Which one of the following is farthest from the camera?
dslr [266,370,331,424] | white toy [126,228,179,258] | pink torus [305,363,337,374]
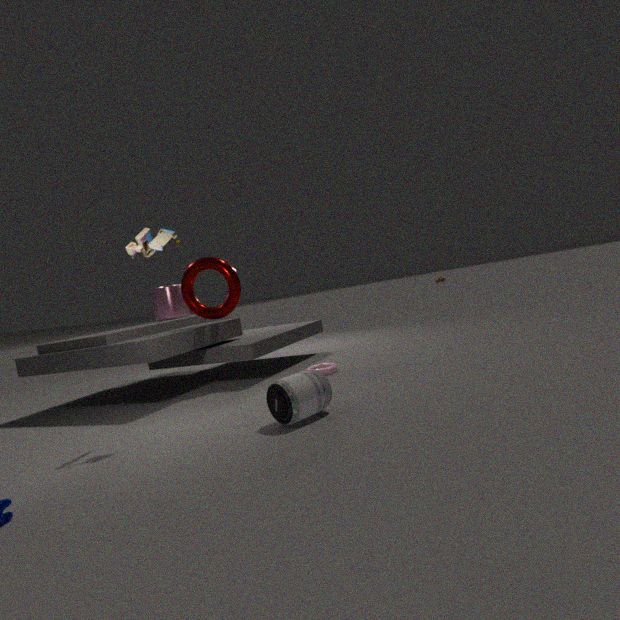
pink torus [305,363,337,374]
